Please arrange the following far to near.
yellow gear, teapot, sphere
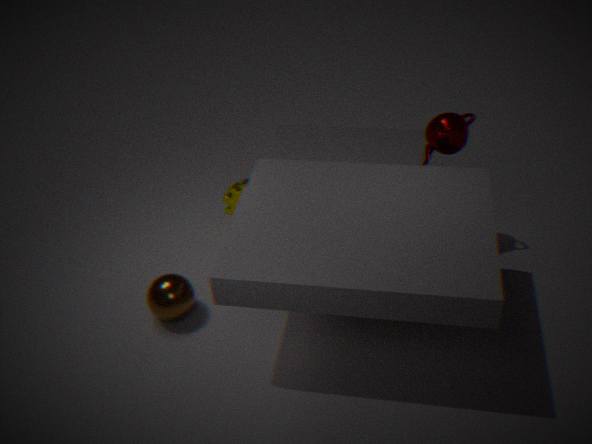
yellow gear < teapot < sphere
